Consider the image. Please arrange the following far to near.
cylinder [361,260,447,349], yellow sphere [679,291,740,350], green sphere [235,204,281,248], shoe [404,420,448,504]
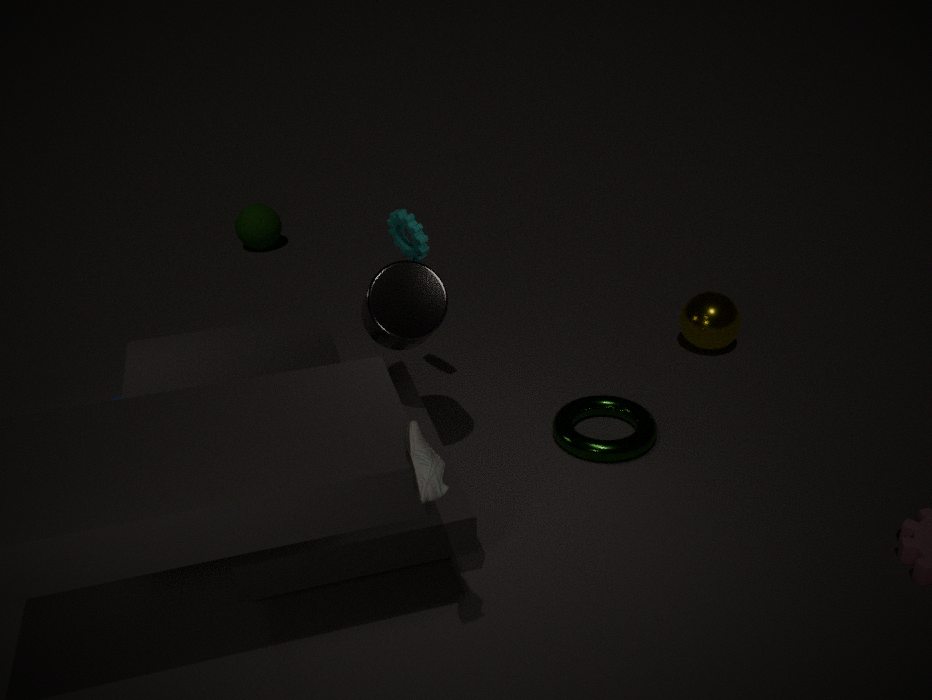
green sphere [235,204,281,248]
yellow sphere [679,291,740,350]
cylinder [361,260,447,349]
shoe [404,420,448,504]
